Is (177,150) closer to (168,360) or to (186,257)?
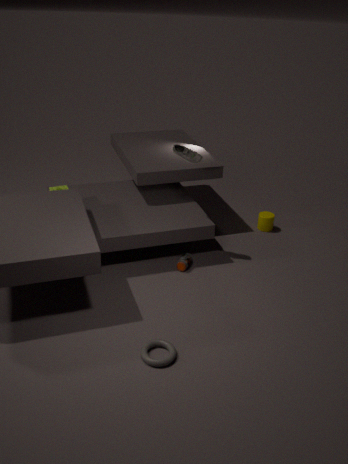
(186,257)
